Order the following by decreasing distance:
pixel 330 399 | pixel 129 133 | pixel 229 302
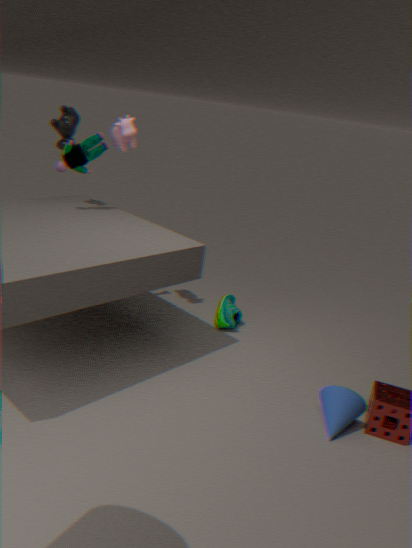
pixel 229 302 < pixel 129 133 < pixel 330 399
